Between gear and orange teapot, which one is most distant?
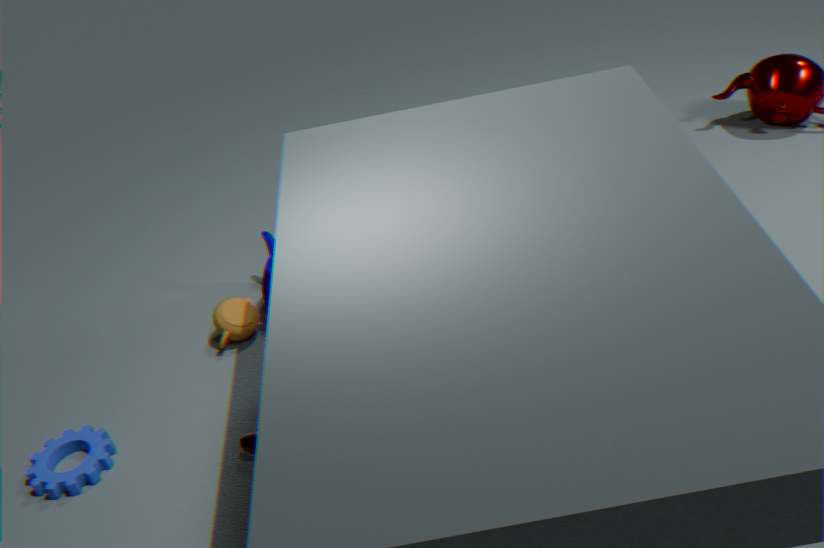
orange teapot
